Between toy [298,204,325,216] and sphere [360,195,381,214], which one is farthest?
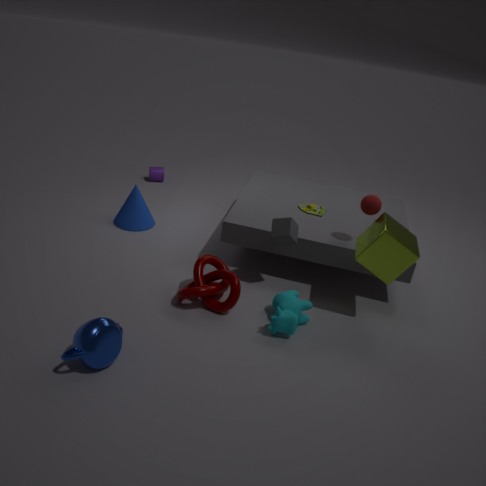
toy [298,204,325,216]
